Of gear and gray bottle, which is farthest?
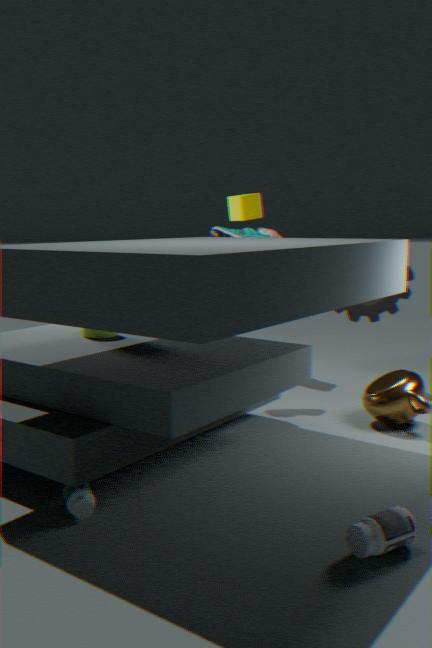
gear
